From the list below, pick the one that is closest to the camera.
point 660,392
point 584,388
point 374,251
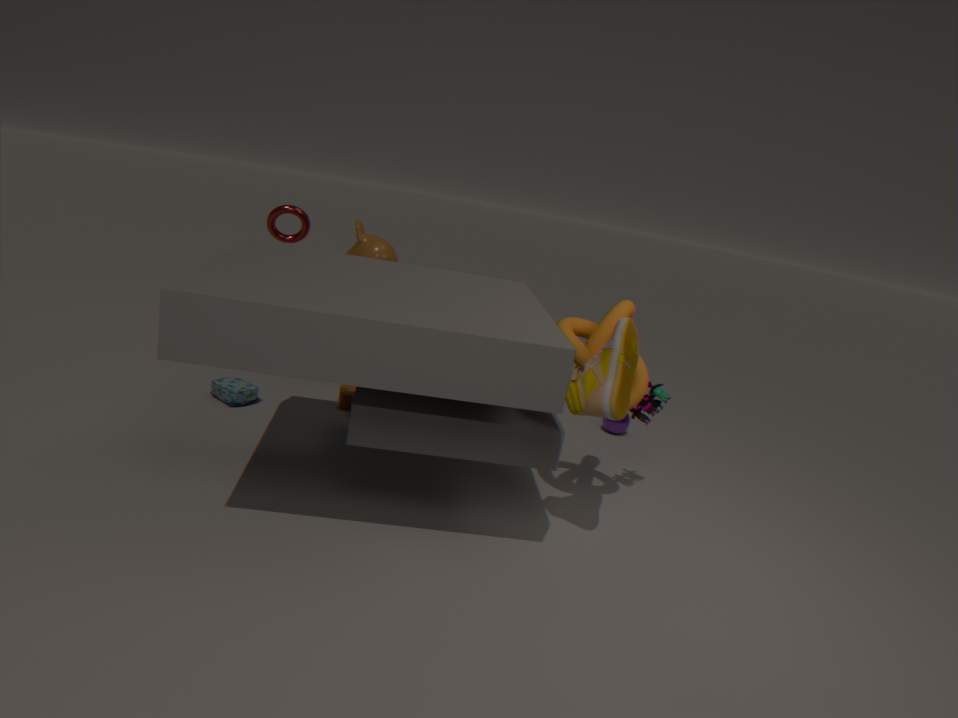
point 584,388
